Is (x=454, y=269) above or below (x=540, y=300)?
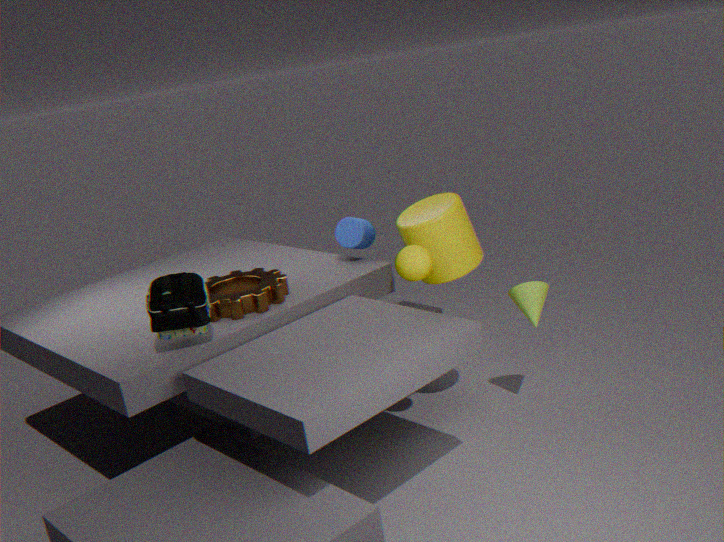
above
